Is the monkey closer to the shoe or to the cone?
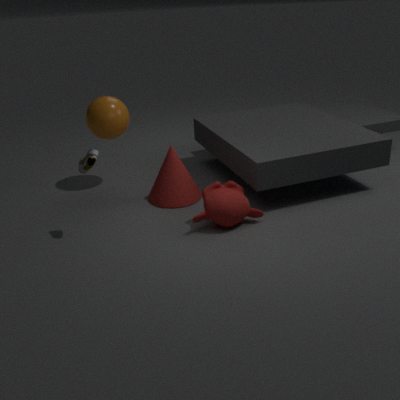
the cone
